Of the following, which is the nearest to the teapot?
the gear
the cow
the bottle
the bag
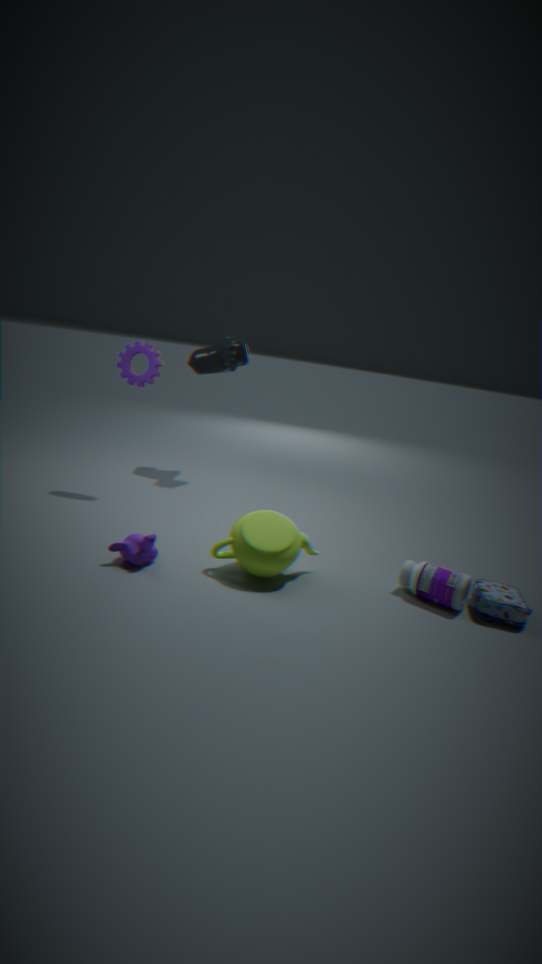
the bottle
